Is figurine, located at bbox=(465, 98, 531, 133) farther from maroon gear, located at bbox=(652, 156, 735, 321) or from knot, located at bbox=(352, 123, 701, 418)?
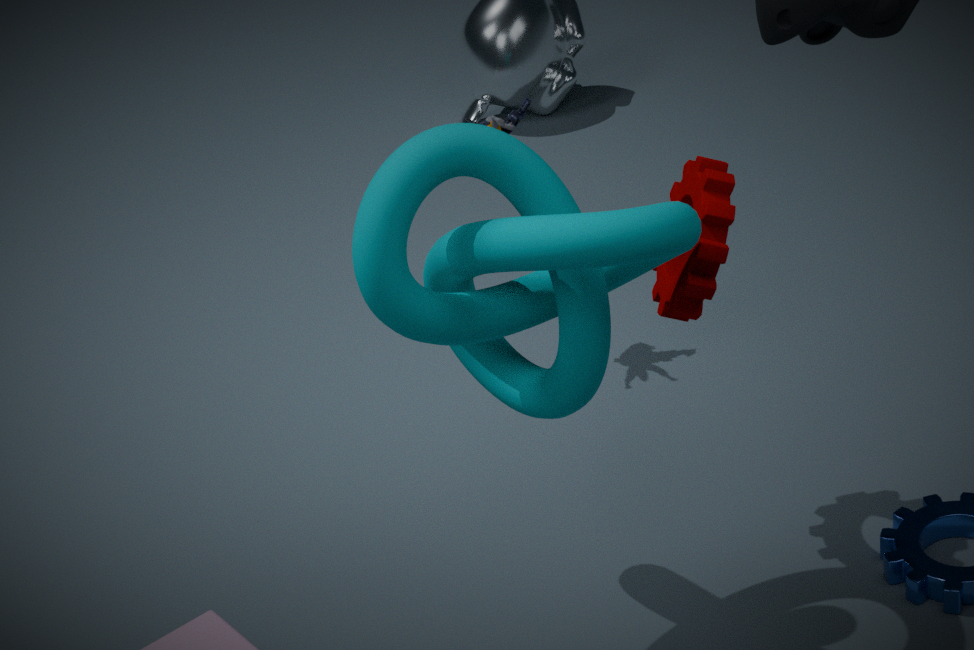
knot, located at bbox=(352, 123, 701, 418)
